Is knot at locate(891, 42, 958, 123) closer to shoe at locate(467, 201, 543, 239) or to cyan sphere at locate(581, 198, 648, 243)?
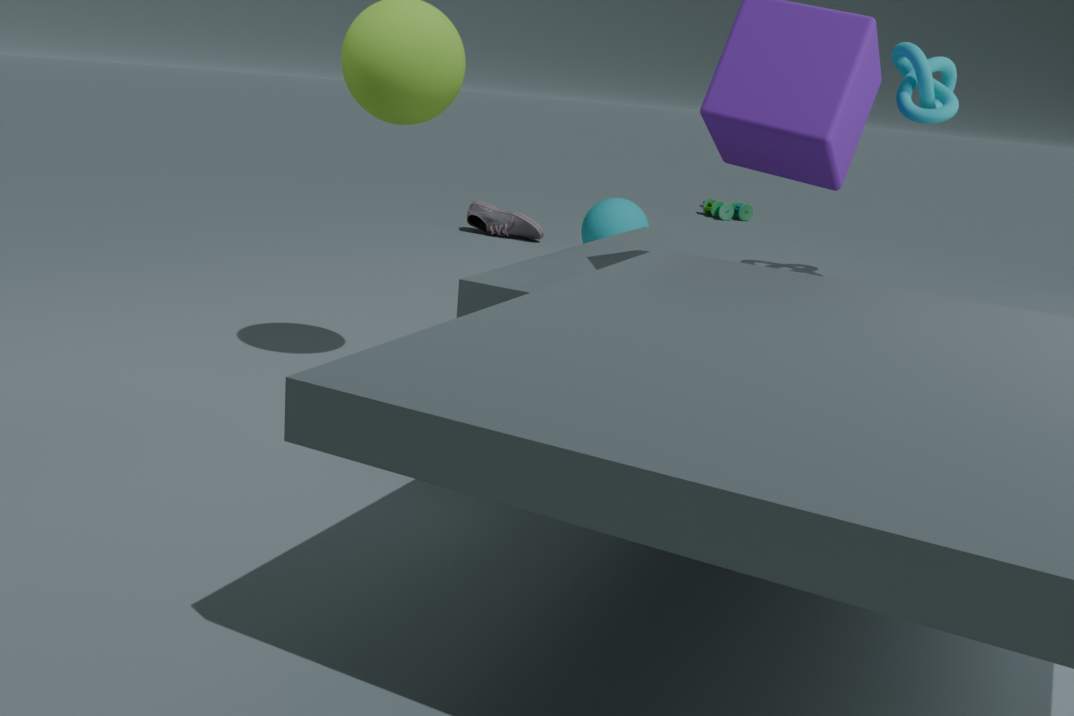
cyan sphere at locate(581, 198, 648, 243)
